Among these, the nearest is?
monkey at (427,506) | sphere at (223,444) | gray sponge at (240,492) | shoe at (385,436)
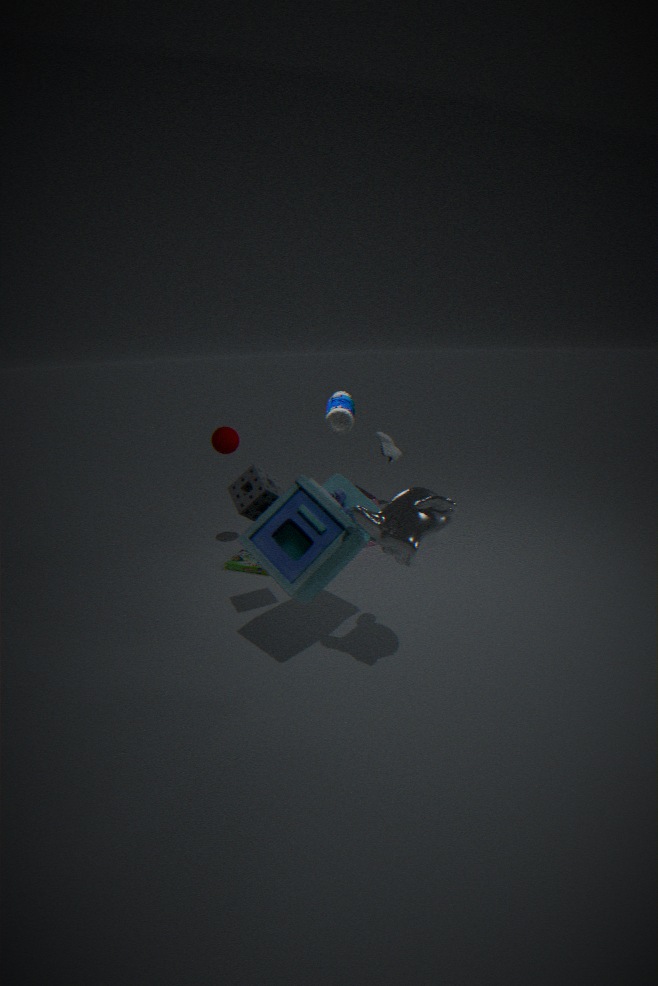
monkey at (427,506)
